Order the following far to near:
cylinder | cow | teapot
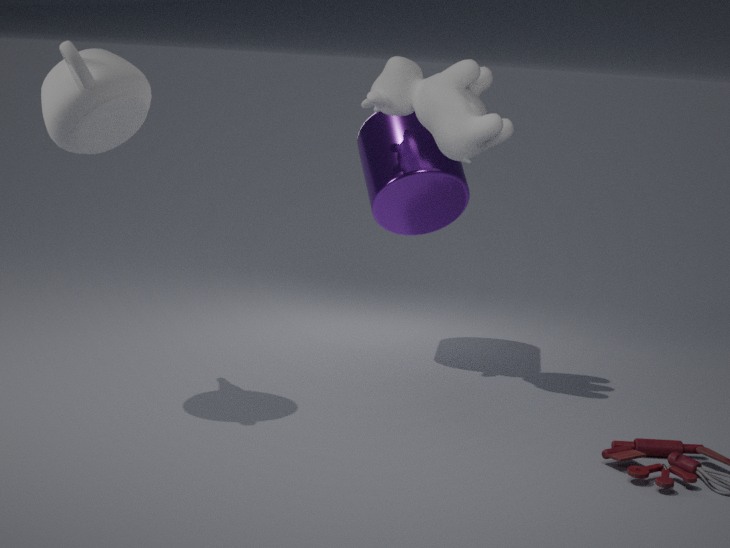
cylinder < cow < teapot
